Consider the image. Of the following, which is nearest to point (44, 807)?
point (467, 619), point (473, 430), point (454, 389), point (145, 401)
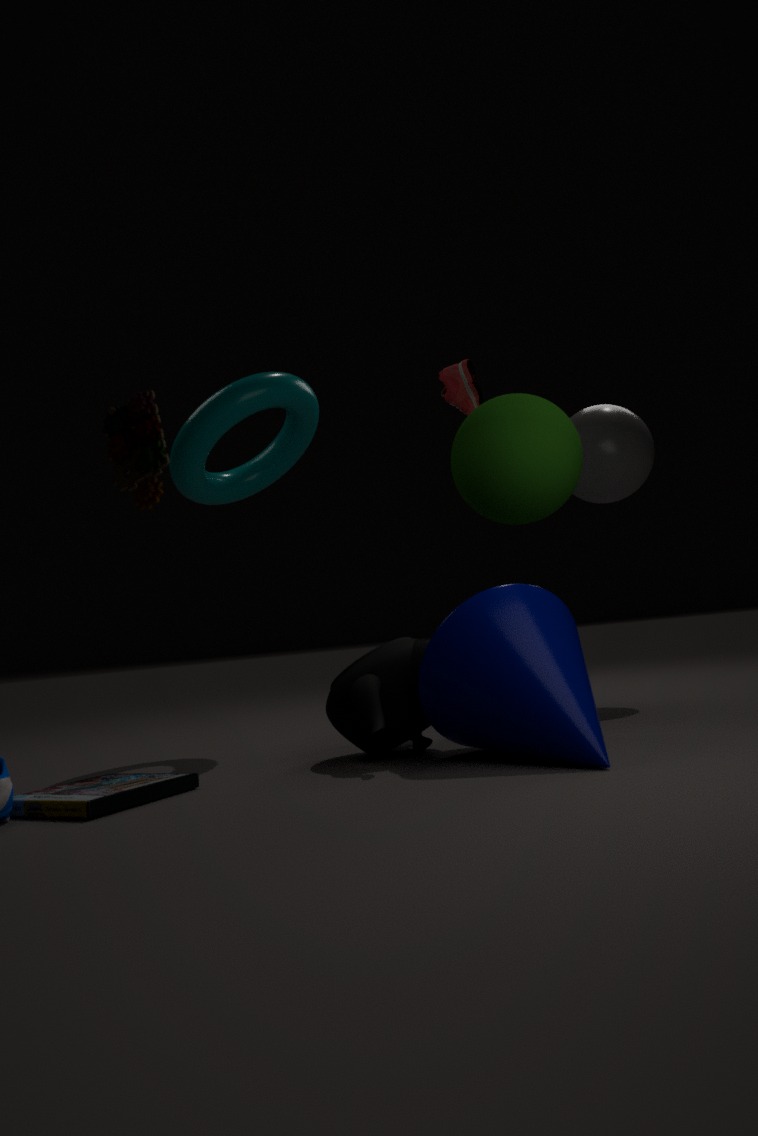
point (145, 401)
